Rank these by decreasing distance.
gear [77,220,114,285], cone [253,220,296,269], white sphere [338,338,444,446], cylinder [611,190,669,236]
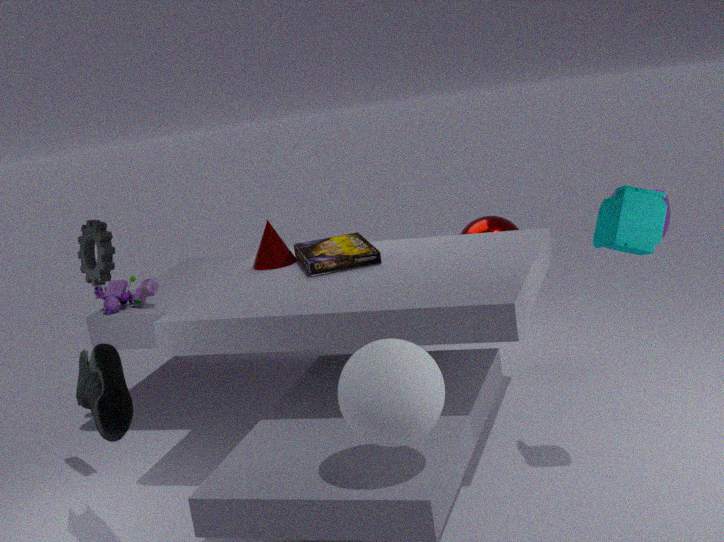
1. cylinder [611,190,669,236]
2. cone [253,220,296,269]
3. gear [77,220,114,285]
4. white sphere [338,338,444,446]
